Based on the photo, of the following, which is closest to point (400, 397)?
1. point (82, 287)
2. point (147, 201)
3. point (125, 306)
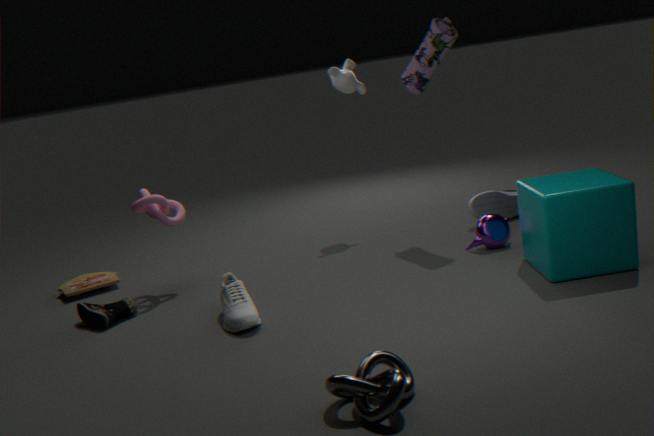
point (125, 306)
